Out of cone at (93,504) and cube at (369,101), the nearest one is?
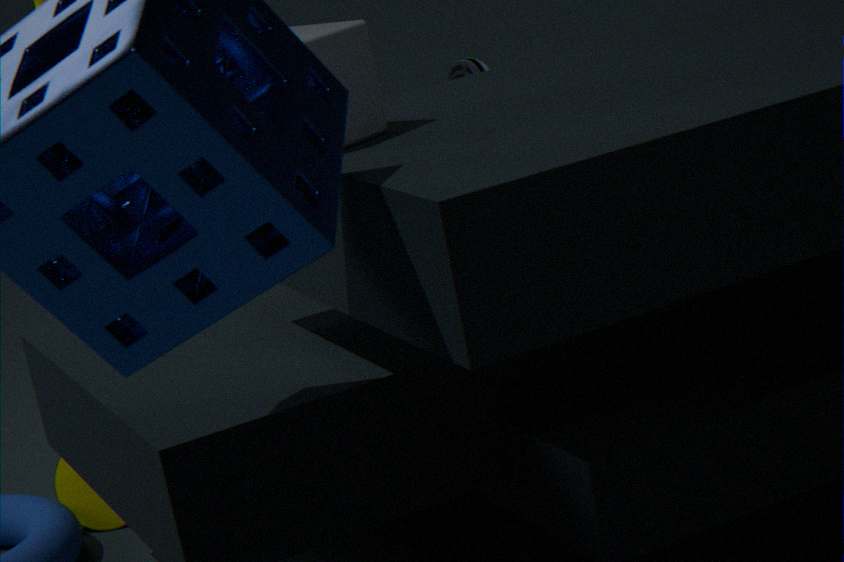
cube at (369,101)
